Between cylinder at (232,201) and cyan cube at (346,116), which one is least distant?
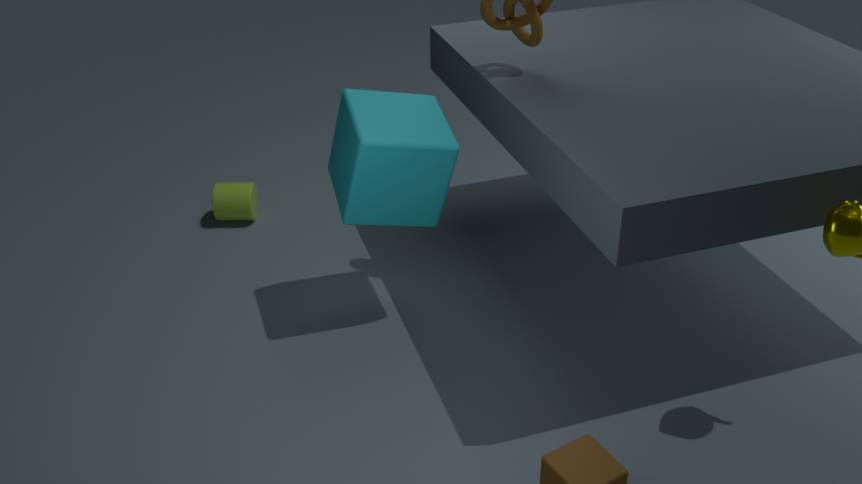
cyan cube at (346,116)
